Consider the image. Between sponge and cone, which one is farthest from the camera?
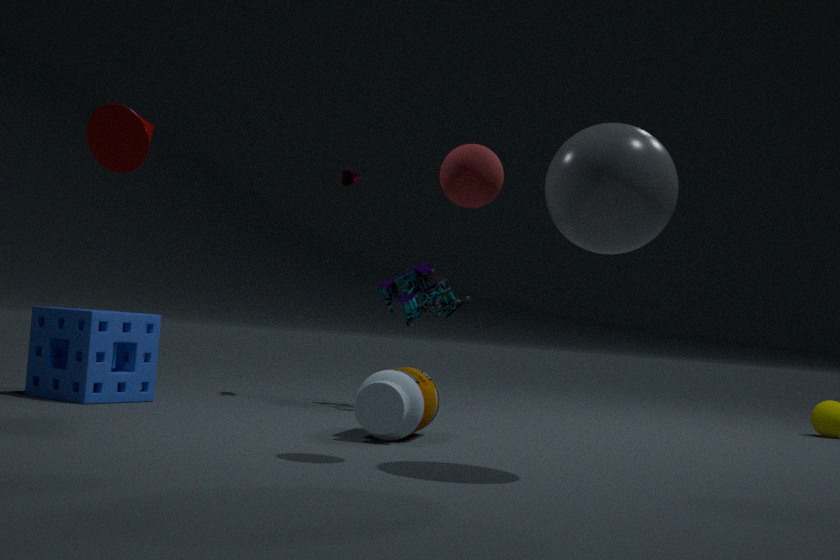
sponge
